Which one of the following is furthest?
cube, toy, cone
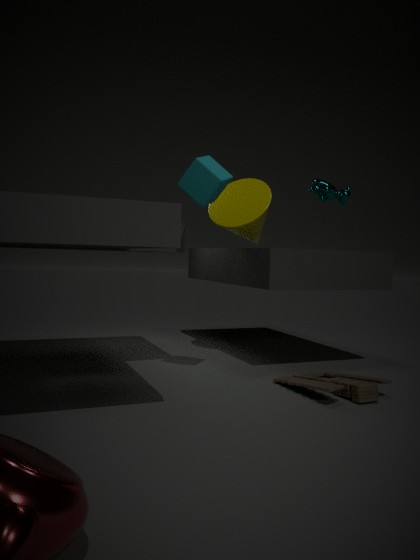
cone
